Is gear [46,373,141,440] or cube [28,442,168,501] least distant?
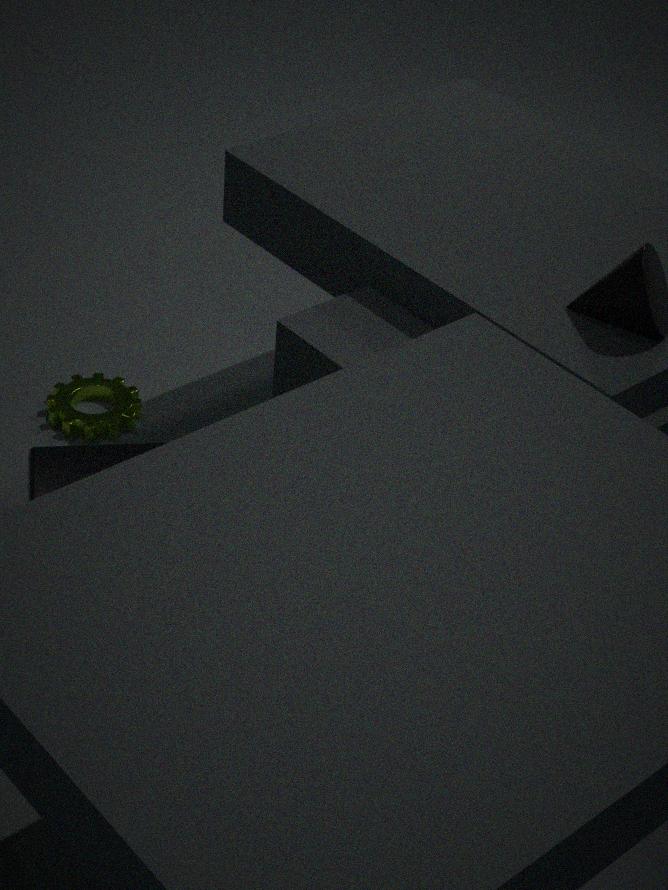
cube [28,442,168,501]
